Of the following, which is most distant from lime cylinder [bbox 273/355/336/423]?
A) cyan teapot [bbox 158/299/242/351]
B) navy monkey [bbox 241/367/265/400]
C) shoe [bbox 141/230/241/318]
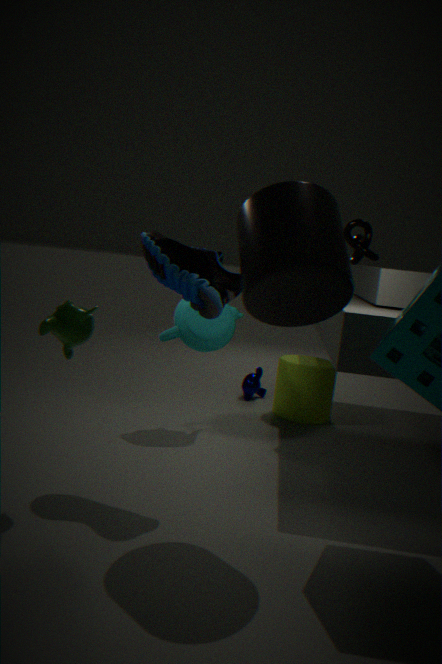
shoe [bbox 141/230/241/318]
